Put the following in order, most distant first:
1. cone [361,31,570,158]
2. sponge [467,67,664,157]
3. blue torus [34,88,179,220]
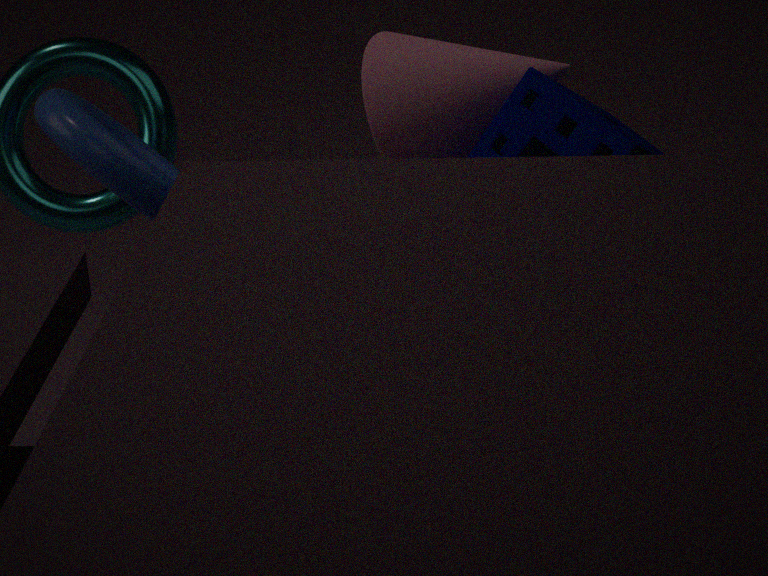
1. blue torus [34,88,179,220]
2. cone [361,31,570,158]
3. sponge [467,67,664,157]
